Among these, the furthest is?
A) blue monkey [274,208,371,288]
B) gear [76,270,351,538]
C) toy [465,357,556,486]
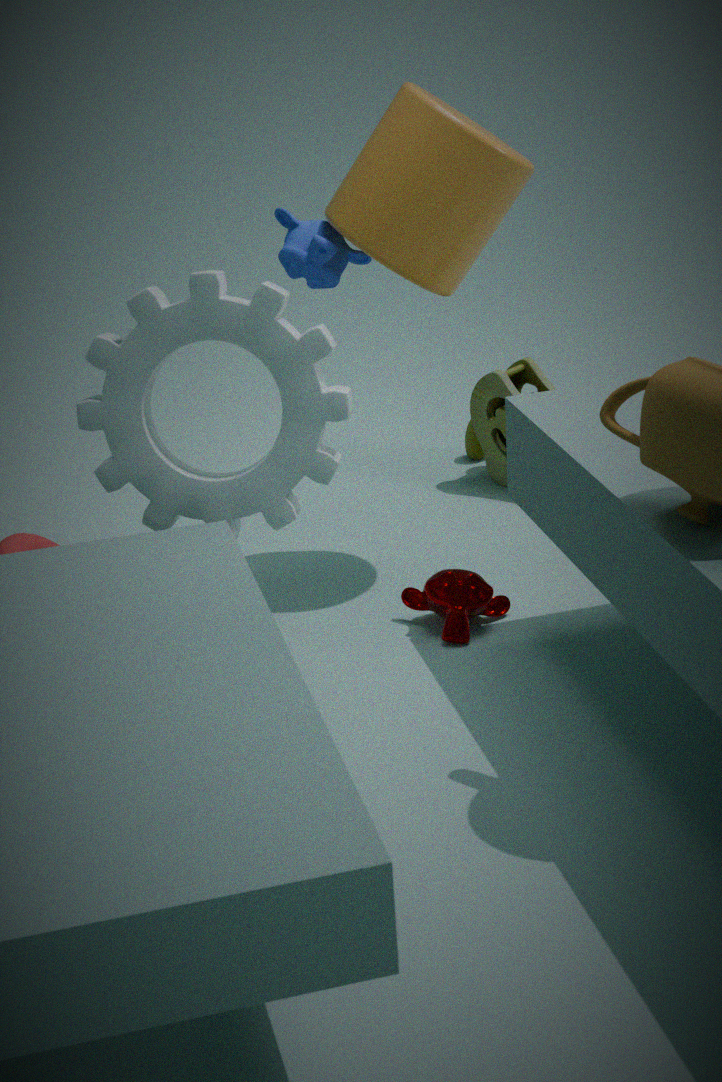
toy [465,357,556,486]
